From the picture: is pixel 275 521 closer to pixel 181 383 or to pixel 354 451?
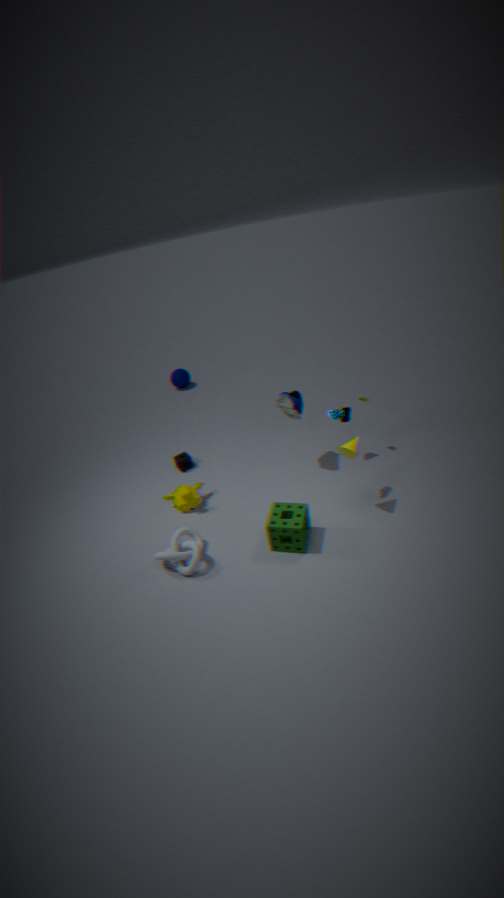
pixel 354 451
